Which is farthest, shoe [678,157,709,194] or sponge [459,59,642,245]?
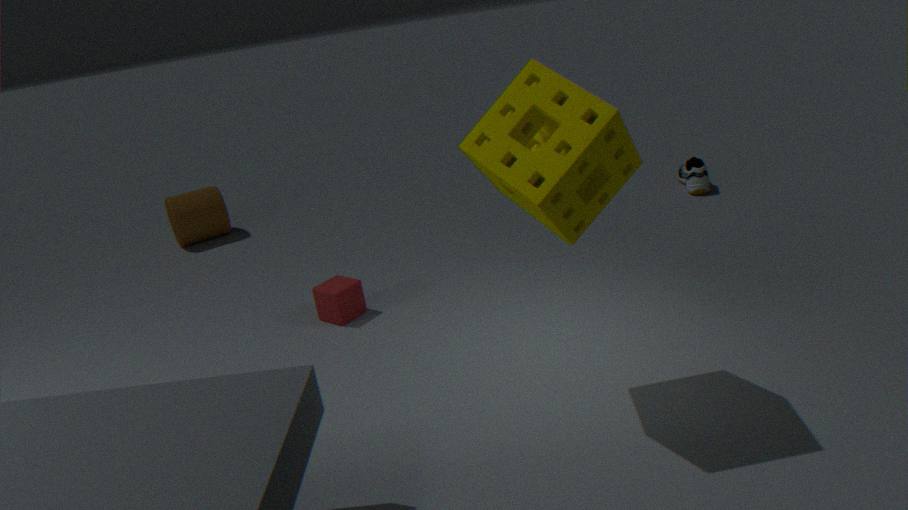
shoe [678,157,709,194]
